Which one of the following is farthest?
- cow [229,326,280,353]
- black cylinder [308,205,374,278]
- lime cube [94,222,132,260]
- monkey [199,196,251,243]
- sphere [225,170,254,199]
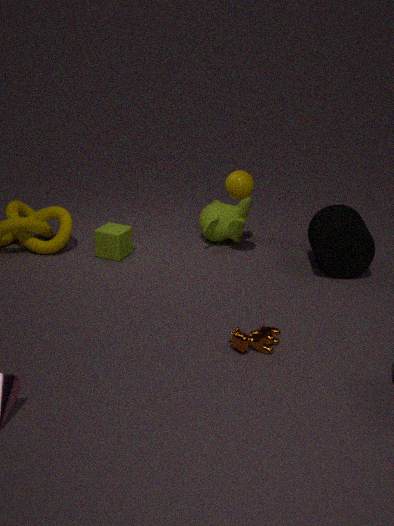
monkey [199,196,251,243]
